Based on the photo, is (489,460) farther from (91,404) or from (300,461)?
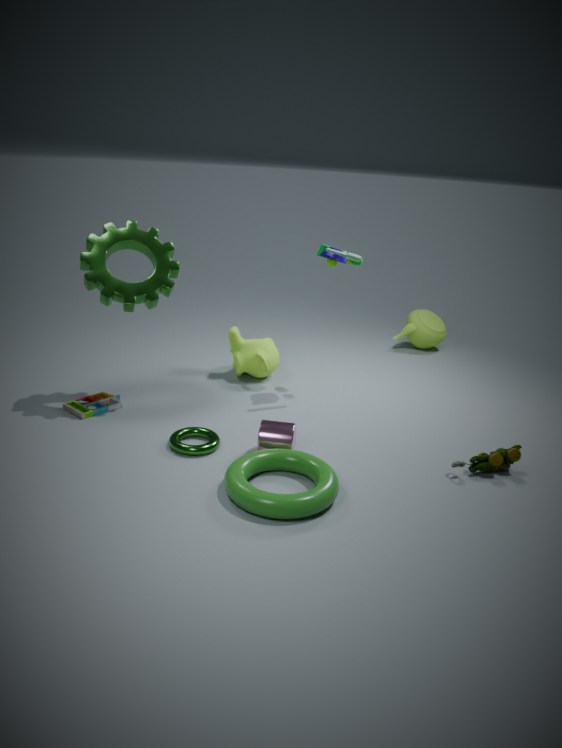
(91,404)
